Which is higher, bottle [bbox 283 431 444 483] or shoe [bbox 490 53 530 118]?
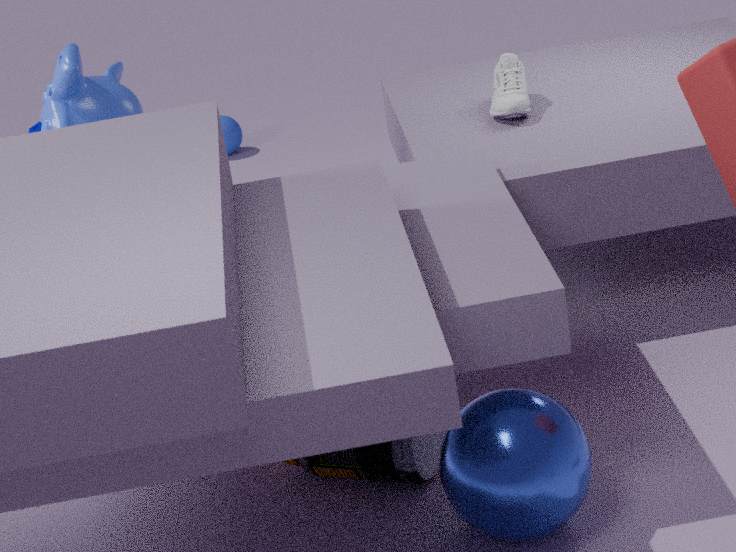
shoe [bbox 490 53 530 118]
